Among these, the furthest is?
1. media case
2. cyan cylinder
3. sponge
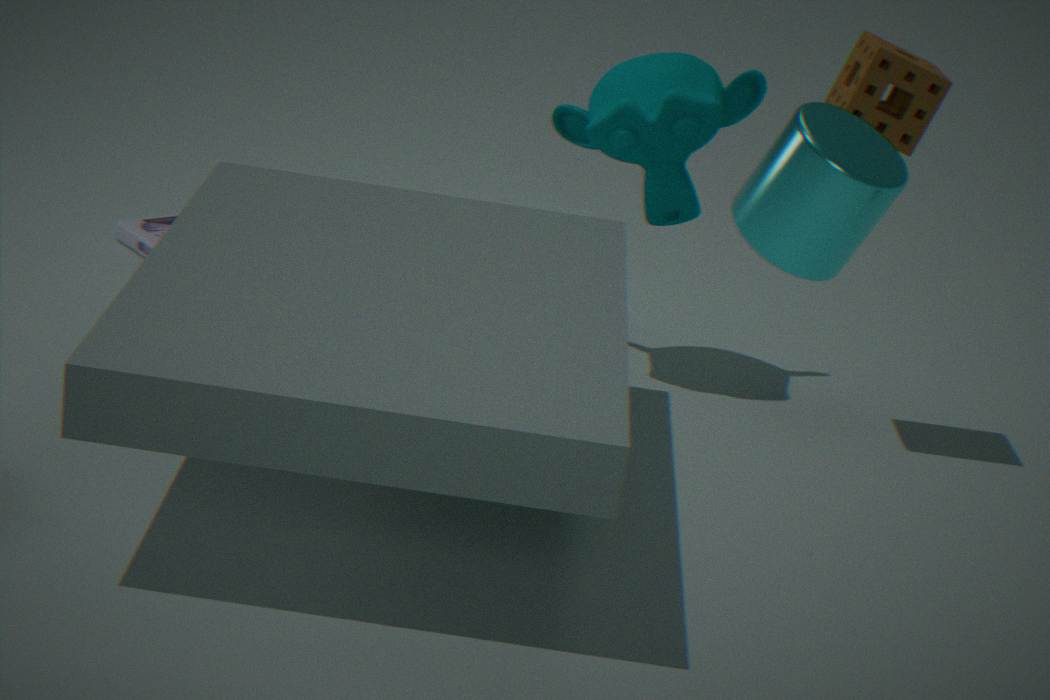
media case
